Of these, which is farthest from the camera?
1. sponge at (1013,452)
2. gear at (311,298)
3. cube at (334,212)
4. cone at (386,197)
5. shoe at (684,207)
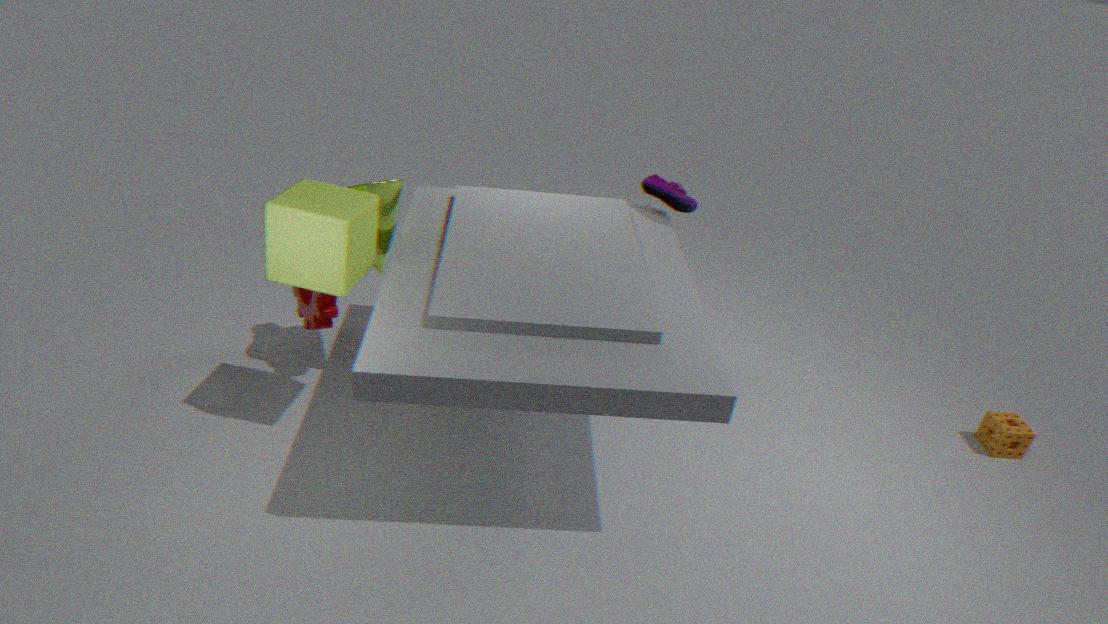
sponge at (1013,452)
